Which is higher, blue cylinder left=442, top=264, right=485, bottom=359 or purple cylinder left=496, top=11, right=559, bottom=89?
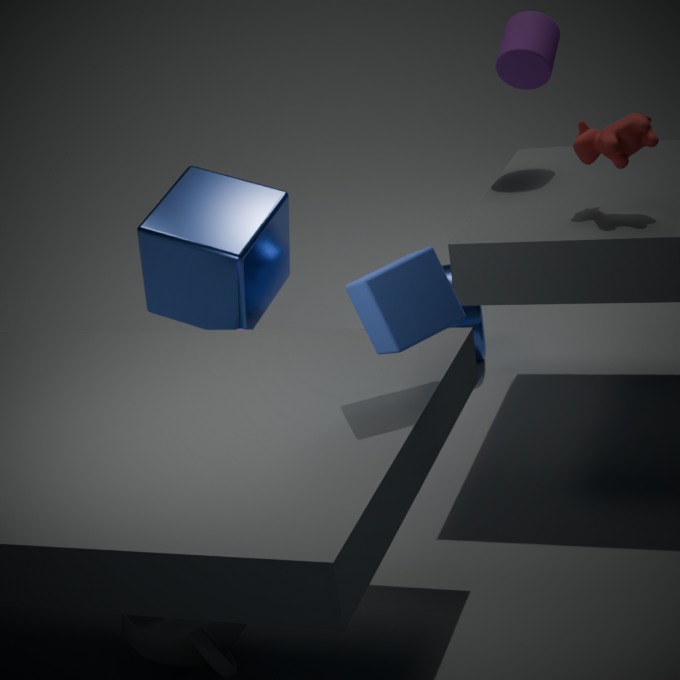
purple cylinder left=496, top=11, right=559, bottom=89
